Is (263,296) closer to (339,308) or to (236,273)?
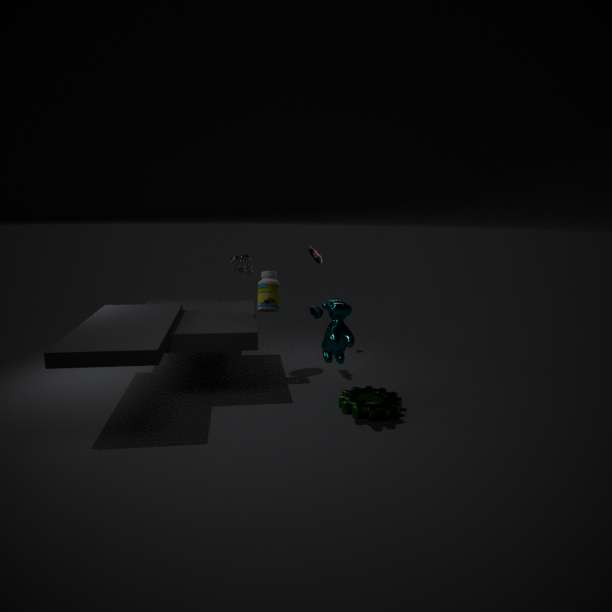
(236,273)
